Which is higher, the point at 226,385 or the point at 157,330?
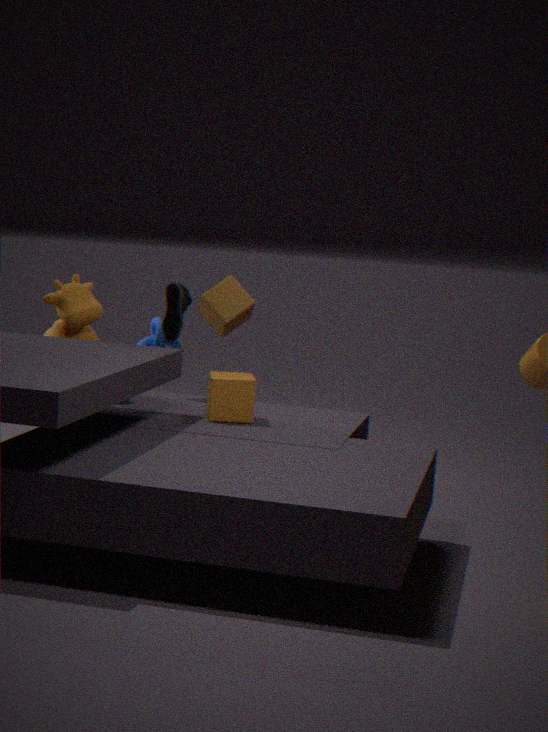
the point at 157,330
